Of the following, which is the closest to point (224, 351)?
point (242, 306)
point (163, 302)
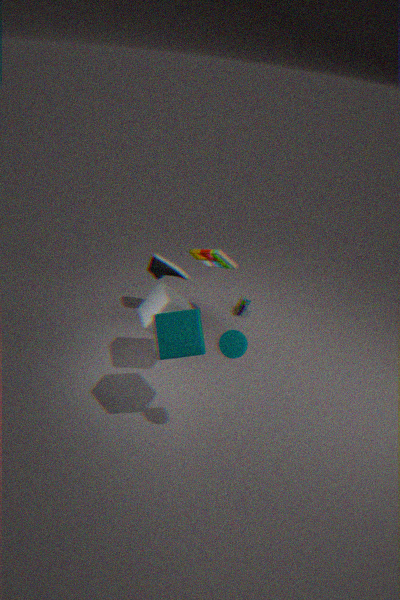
point (163, 302)
